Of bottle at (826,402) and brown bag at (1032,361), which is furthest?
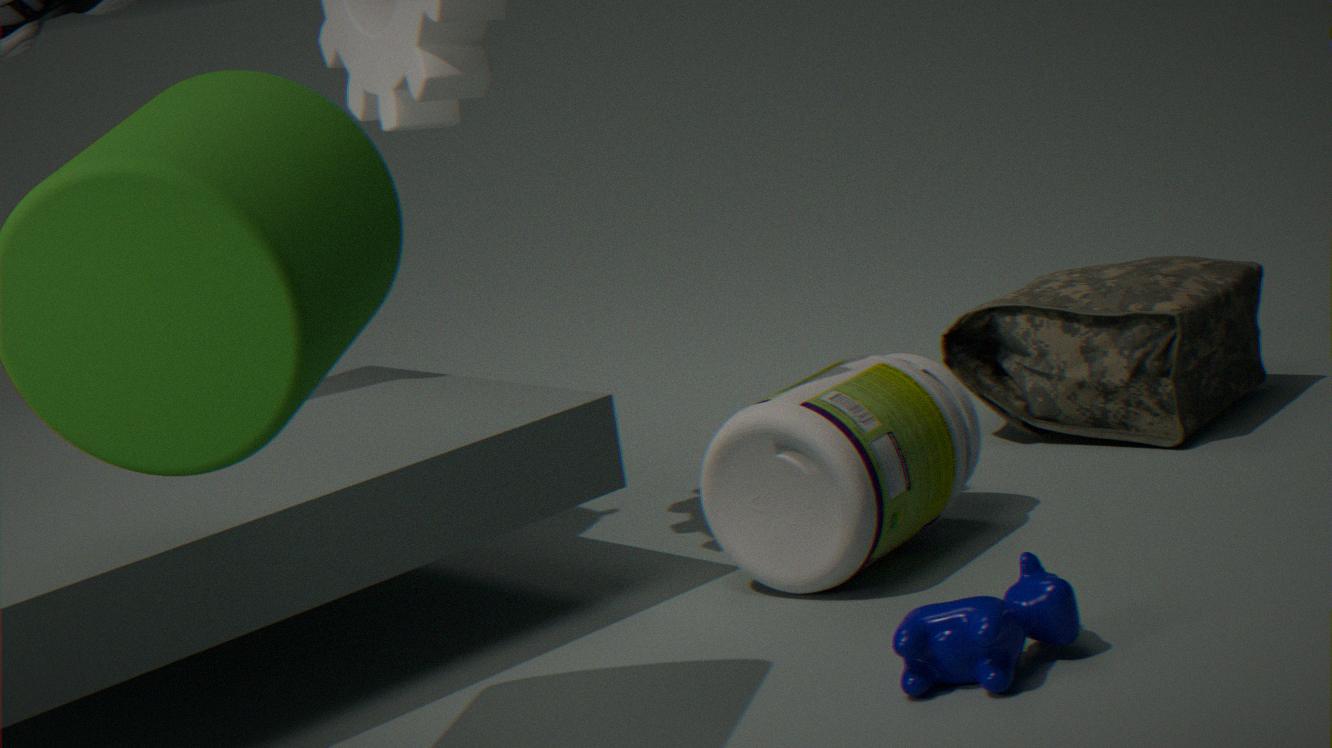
brown bag at (1032,361)
